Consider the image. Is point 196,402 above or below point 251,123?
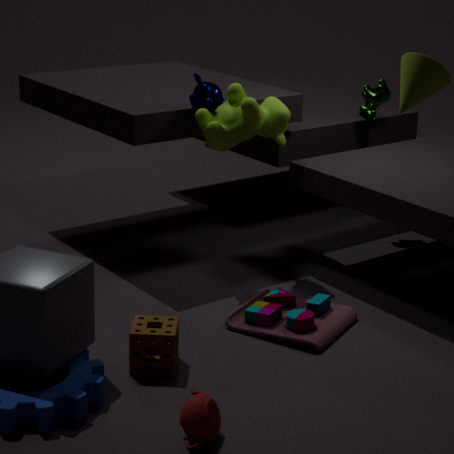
below
